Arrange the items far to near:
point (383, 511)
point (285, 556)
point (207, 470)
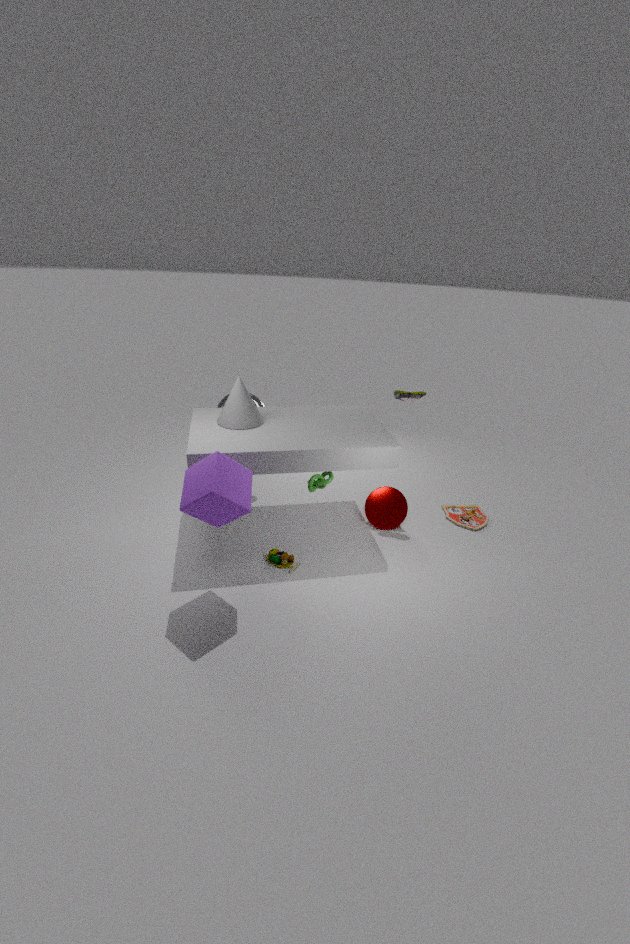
point (383, 511)
point (285, 556)
point (207, 470)
